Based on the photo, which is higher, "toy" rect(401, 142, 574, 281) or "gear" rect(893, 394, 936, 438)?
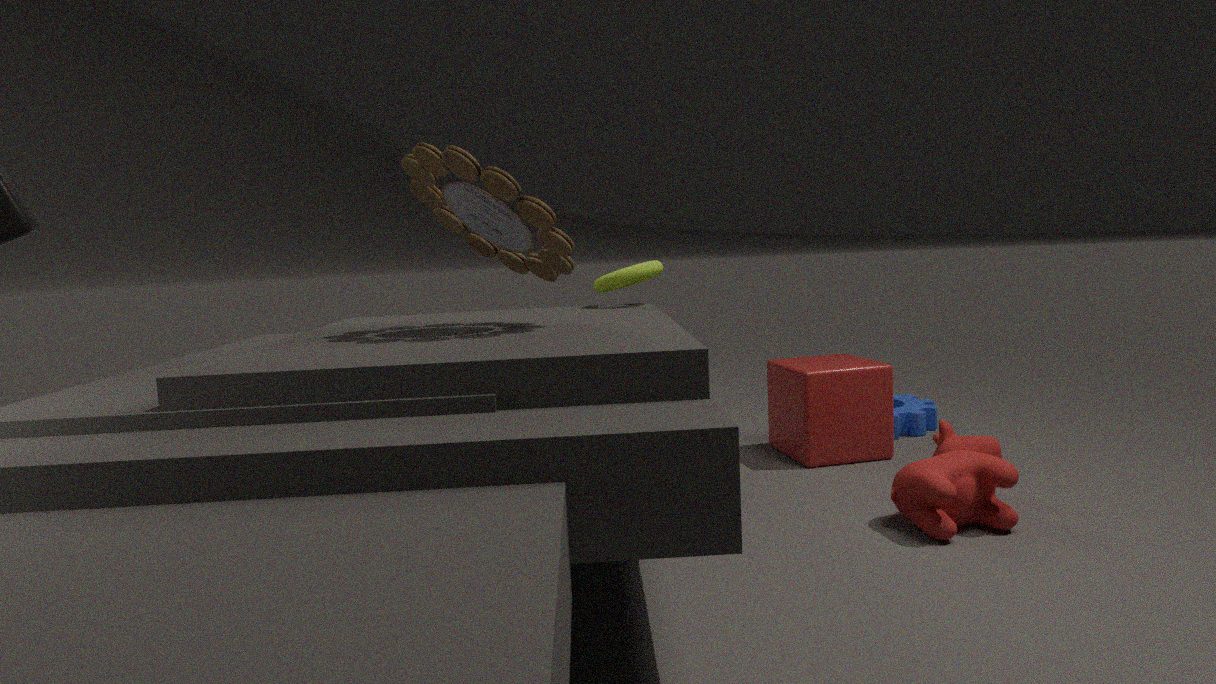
"toy" rect(401, 142, 574, 281)
